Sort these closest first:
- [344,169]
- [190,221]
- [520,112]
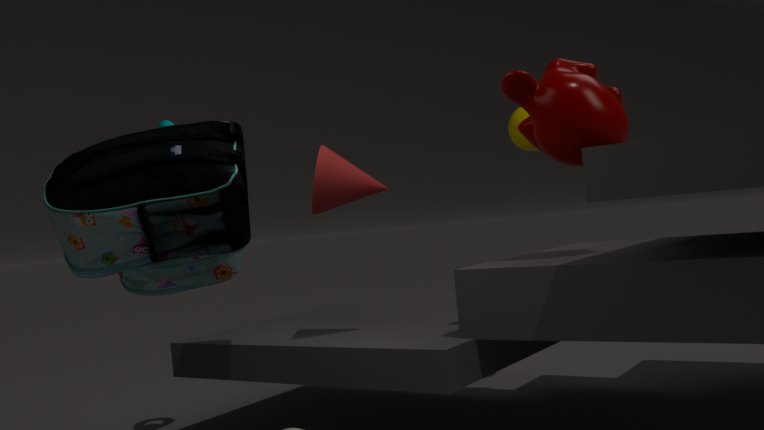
[190,221], [344,169], [520,112]
